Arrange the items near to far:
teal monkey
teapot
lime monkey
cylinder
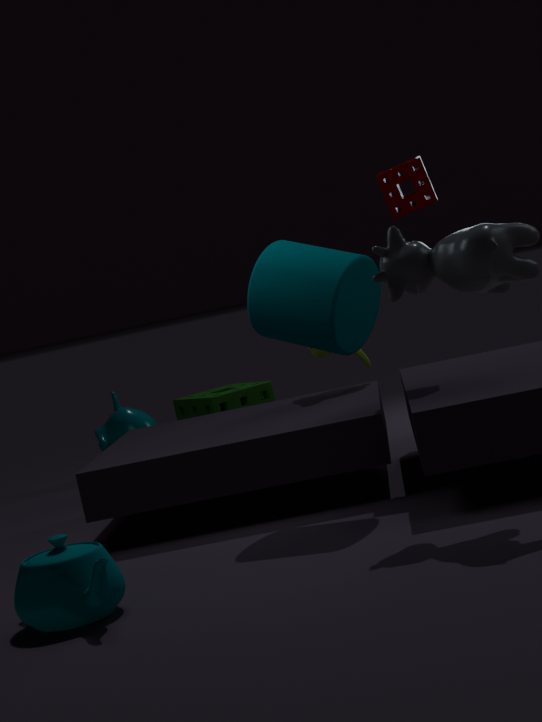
teapot < cylinder < lime monkey < teal monkey
